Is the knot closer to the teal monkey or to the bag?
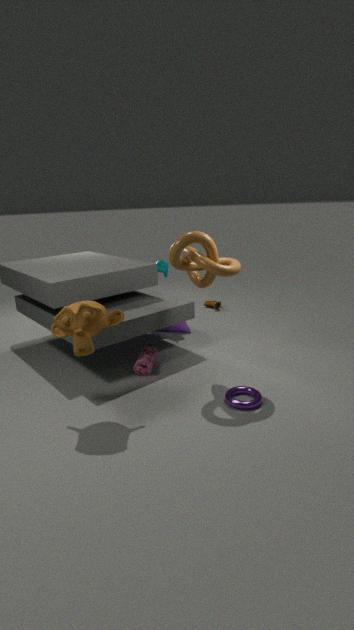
the bag
